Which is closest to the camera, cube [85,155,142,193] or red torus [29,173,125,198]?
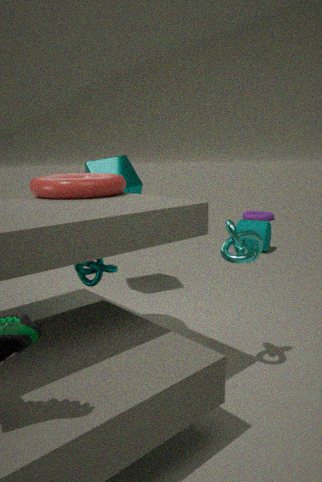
red torus [29,173,125,198]
